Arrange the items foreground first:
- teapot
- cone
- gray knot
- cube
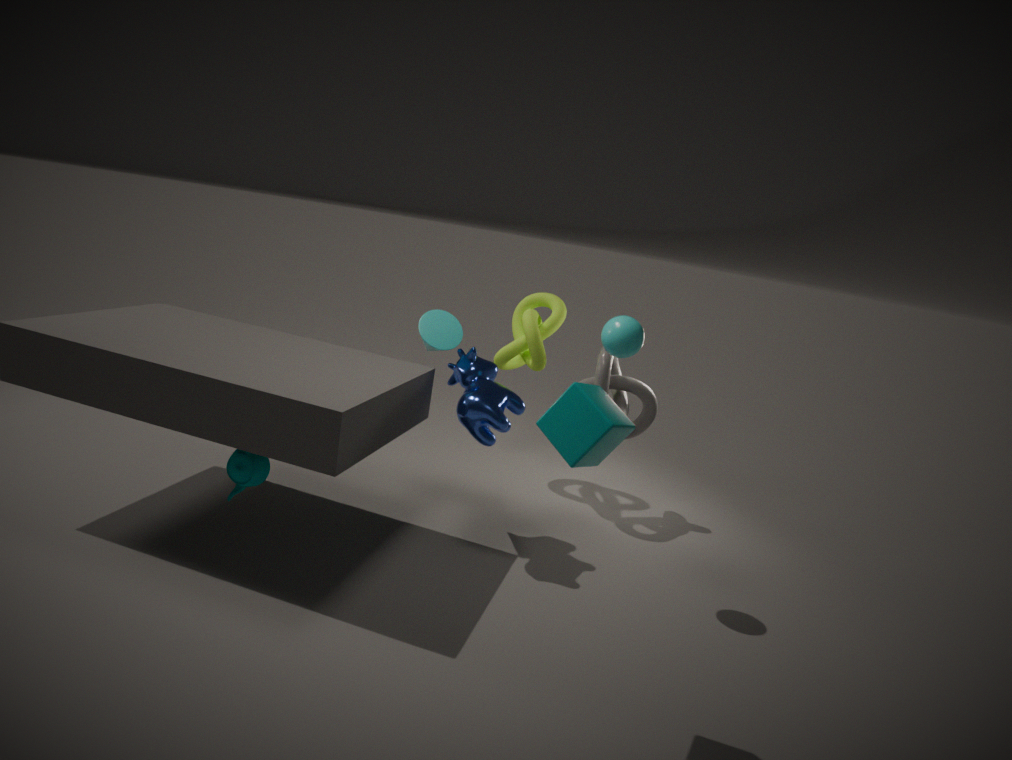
cube → teapot → cone → gray knot
